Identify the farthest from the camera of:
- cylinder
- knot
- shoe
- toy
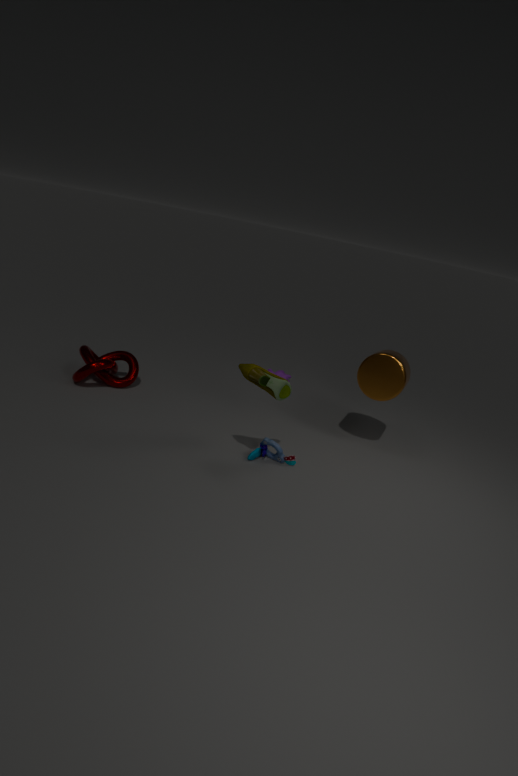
knot
